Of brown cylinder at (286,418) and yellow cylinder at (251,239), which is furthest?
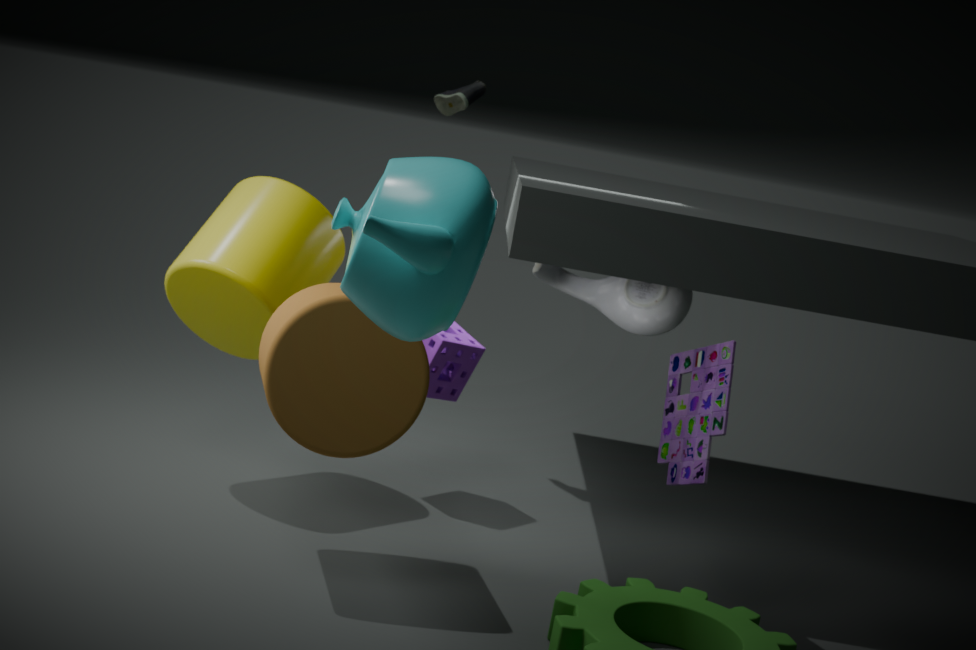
yellow cylinder at (251,239)
